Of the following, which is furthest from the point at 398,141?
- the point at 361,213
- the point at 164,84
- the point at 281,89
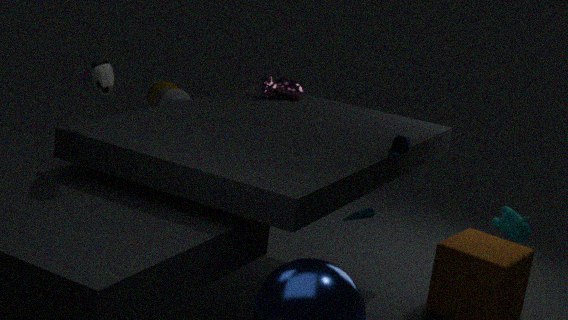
the point at 164,84
